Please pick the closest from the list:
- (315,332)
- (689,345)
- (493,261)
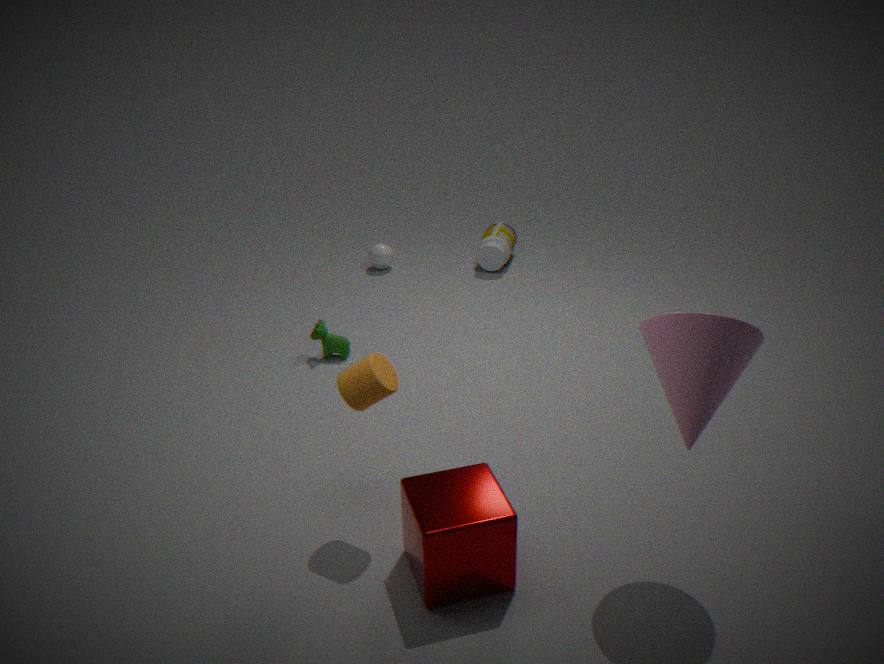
(689,345)
